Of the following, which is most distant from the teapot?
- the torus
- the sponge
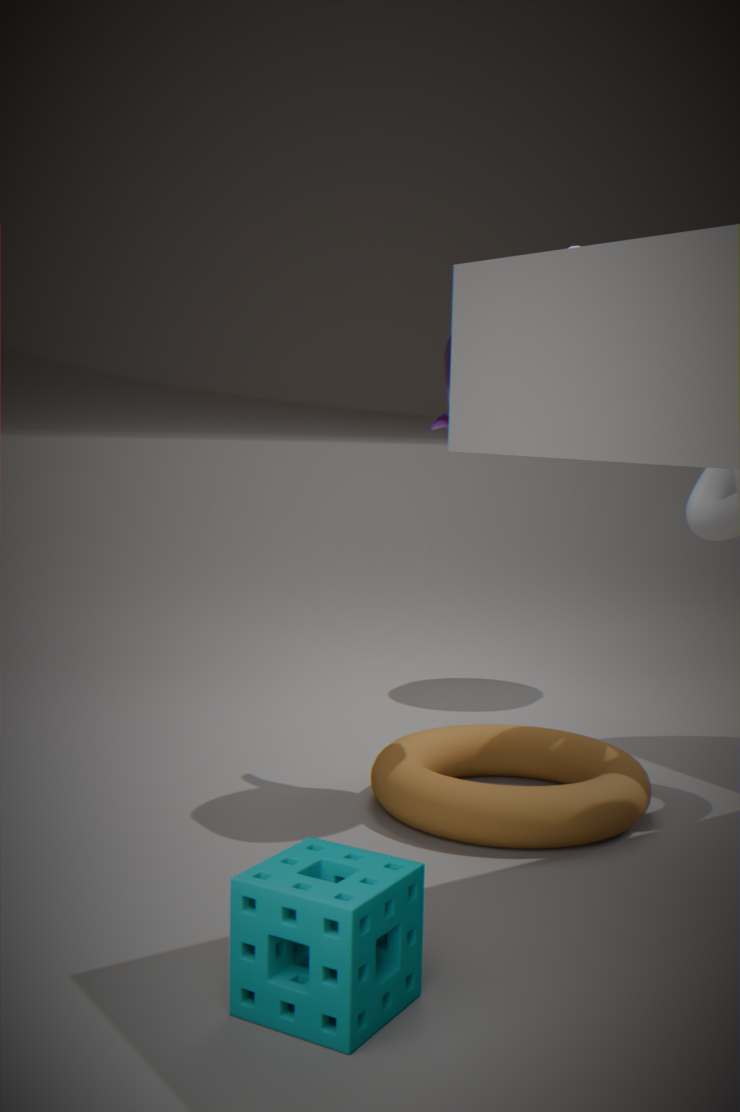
the sponge
